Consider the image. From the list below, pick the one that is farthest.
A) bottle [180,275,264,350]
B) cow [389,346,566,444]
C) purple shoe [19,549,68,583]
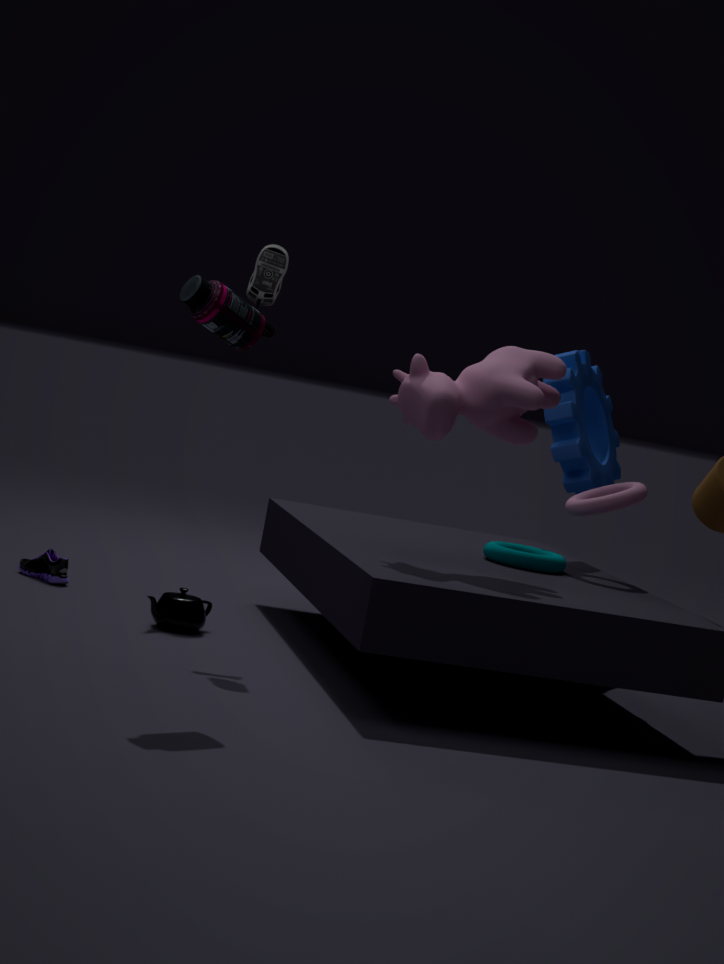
purple shoe [19,549,68,583]
